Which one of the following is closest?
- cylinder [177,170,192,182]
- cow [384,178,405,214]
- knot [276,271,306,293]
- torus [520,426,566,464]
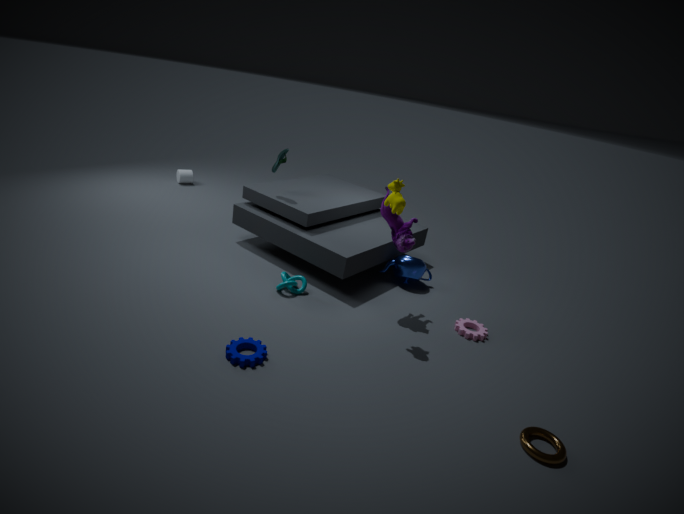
torus [520,426,566,464]
